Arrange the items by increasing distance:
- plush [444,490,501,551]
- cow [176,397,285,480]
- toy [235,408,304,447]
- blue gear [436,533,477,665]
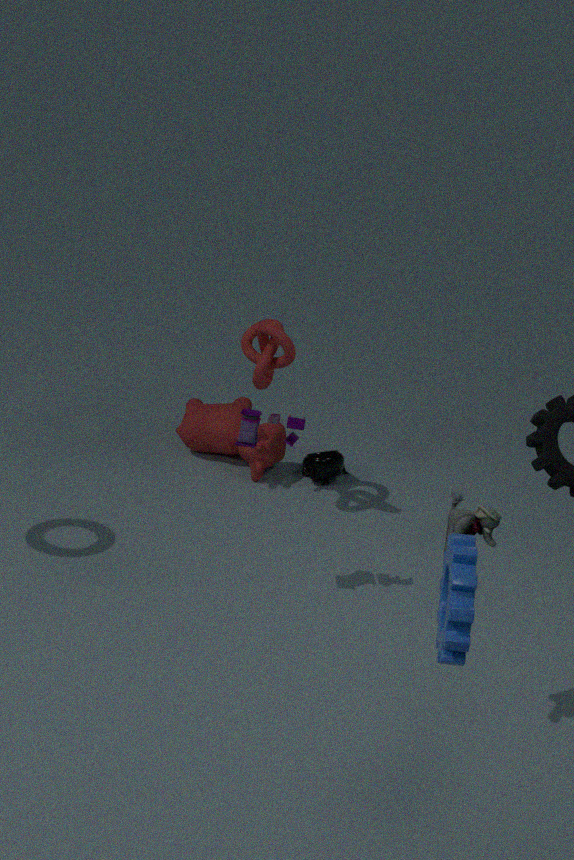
blue gear [436,533,477,665] < plush [444,490,501,551] < toy [235,408,304,447] < cow [176,397,285,480]
